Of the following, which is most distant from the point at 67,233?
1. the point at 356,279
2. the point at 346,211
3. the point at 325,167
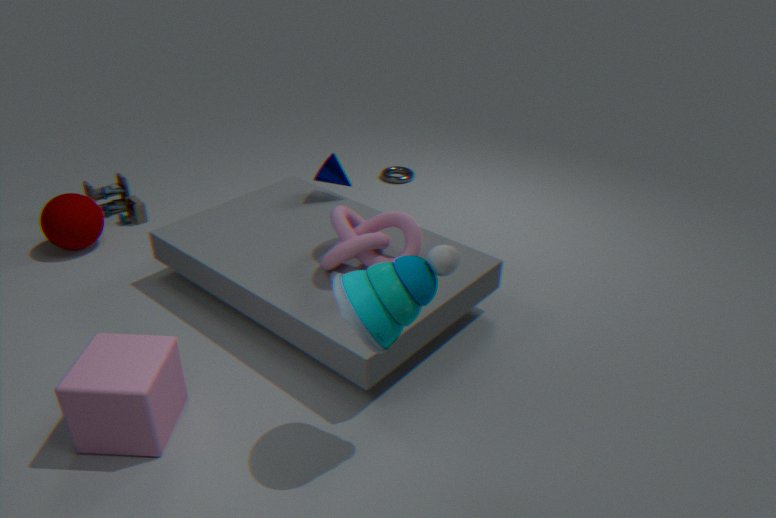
the point at 356,279
